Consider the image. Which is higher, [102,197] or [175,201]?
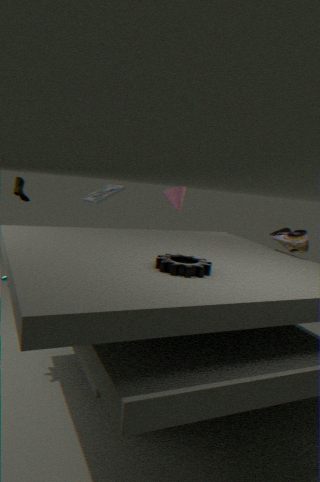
[175,201]
